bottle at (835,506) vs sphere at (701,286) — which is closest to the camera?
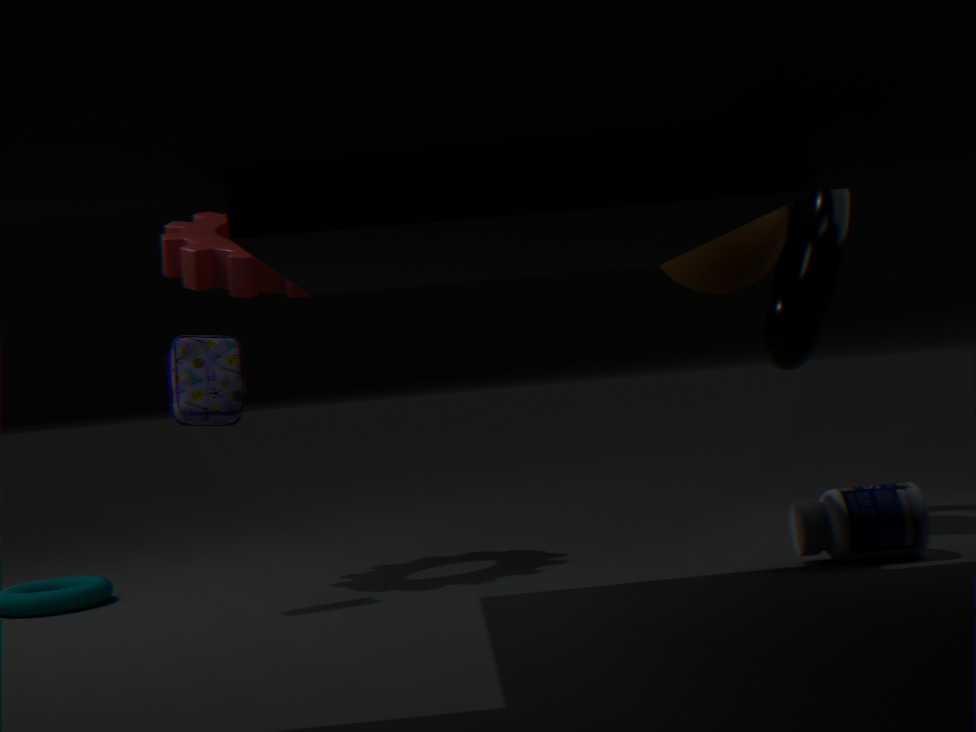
bottle at (835,506)
